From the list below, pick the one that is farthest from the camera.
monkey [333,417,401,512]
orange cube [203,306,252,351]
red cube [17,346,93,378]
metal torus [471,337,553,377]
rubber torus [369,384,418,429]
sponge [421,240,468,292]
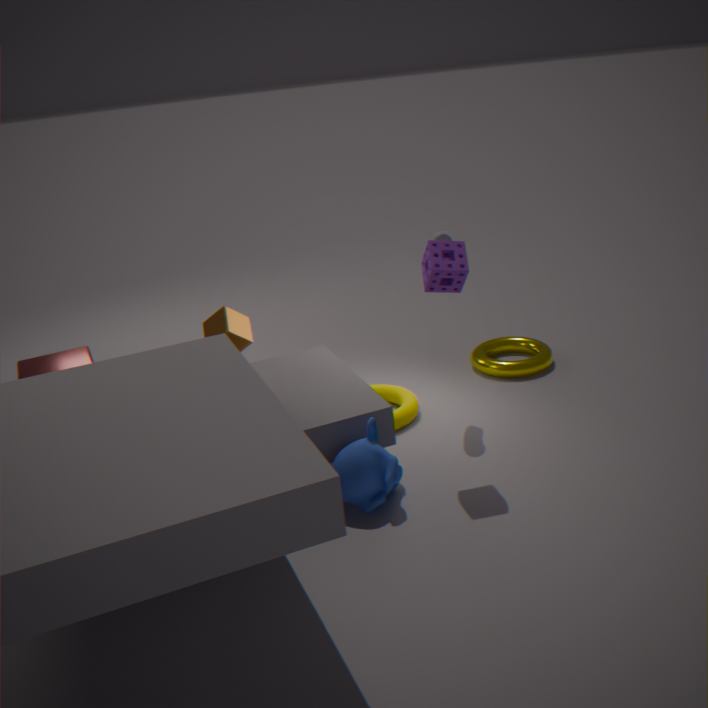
metal torus [471,337,553,377]
